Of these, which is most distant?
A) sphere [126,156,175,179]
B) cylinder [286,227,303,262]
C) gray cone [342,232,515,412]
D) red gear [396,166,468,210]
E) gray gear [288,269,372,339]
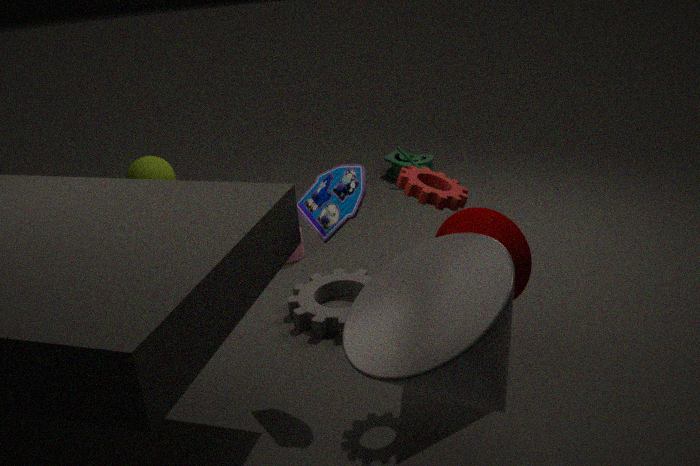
sphere [126,156,175,179]
